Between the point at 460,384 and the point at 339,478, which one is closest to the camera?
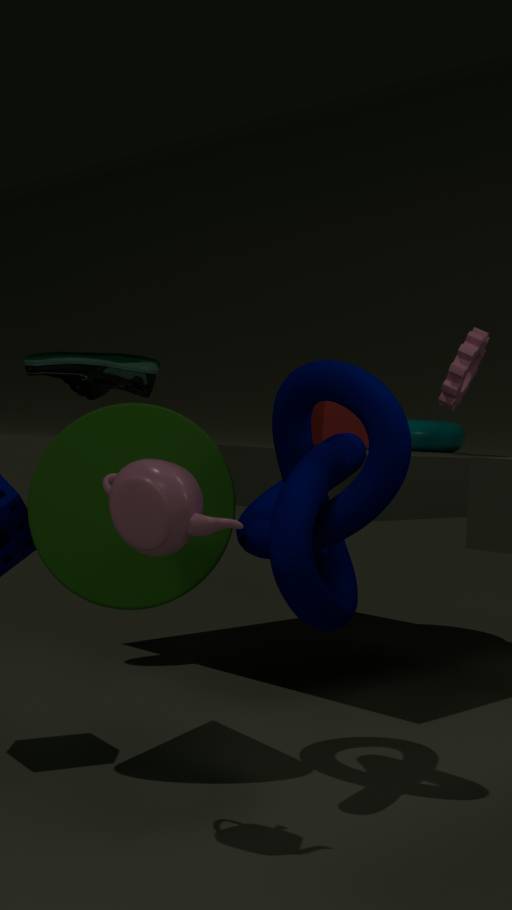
the point at 339,478
